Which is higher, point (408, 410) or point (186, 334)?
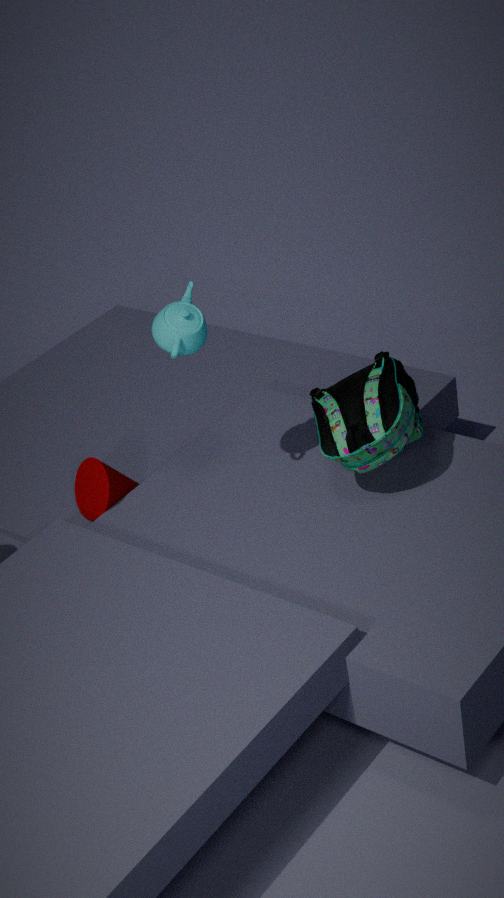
point (186, 334)
